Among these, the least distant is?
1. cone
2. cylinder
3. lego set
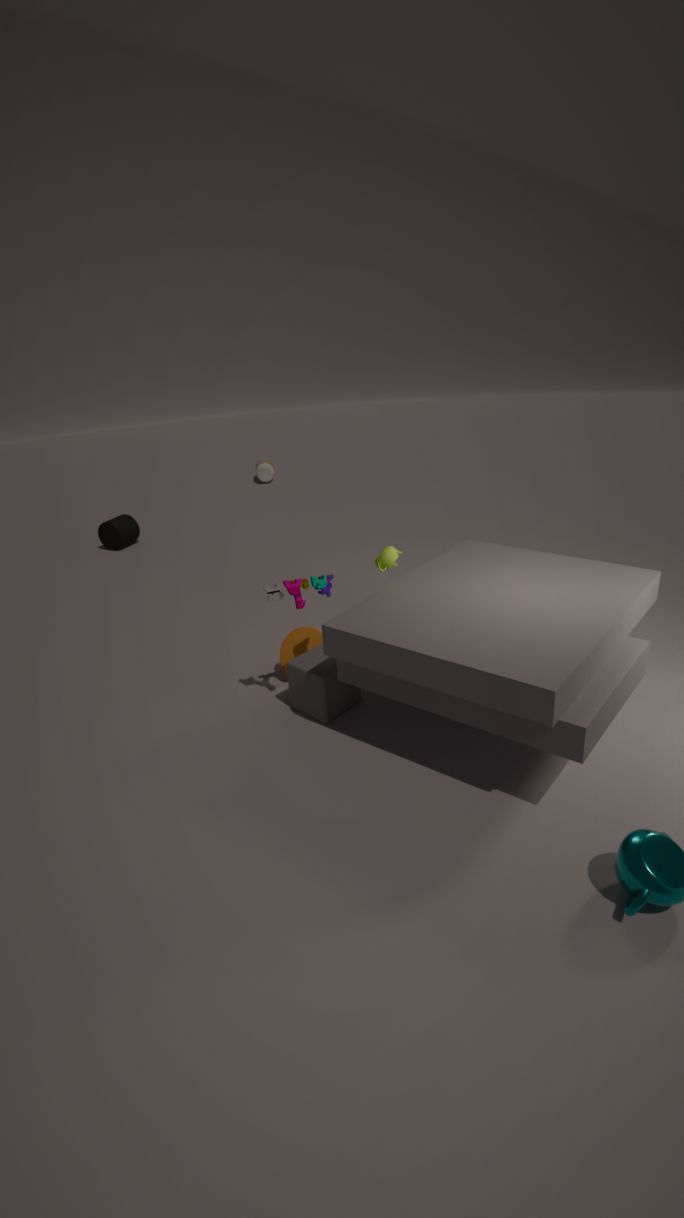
lego set
